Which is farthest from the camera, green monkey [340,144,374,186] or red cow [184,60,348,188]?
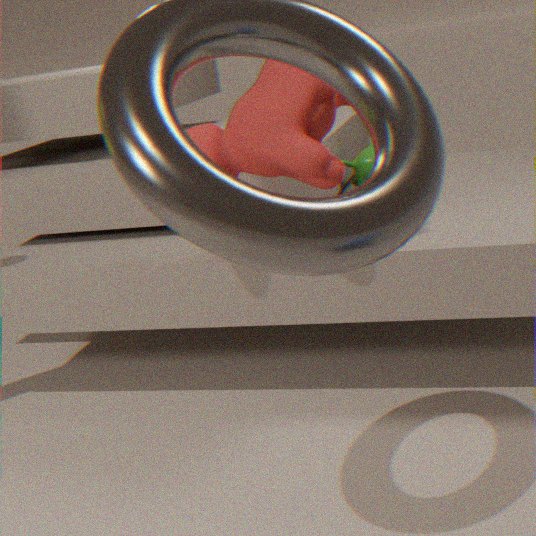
green monkey [340,144,374,186]
